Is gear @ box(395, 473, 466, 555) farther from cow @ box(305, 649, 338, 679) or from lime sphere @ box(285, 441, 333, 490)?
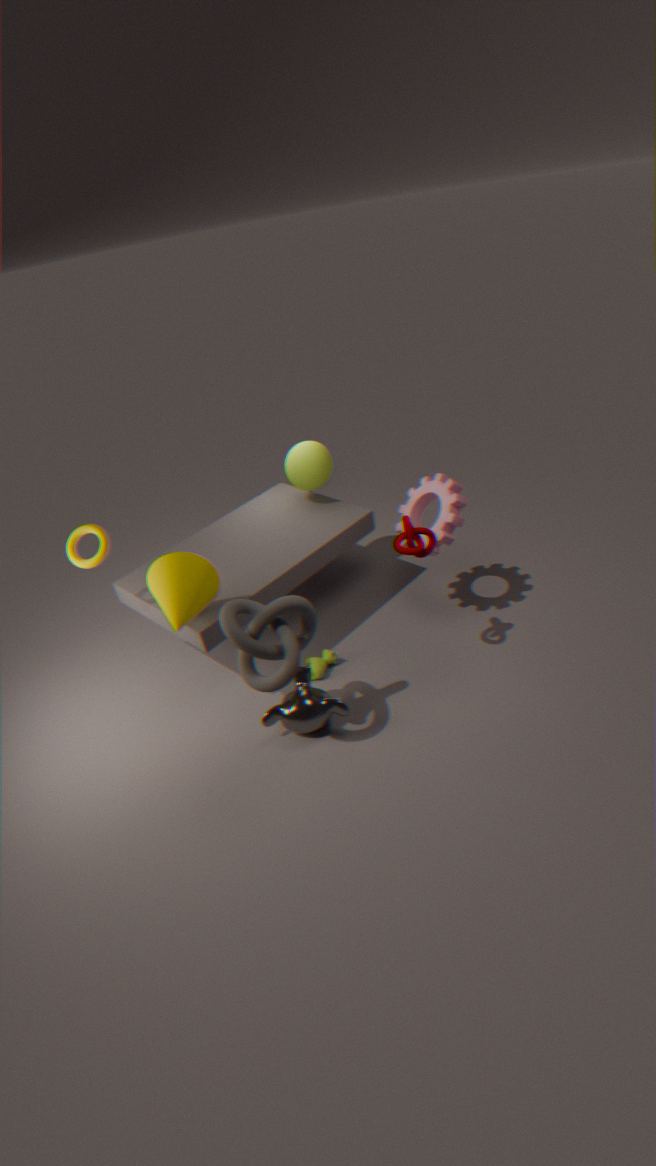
cow @ box(305, 649, 338, 679)
